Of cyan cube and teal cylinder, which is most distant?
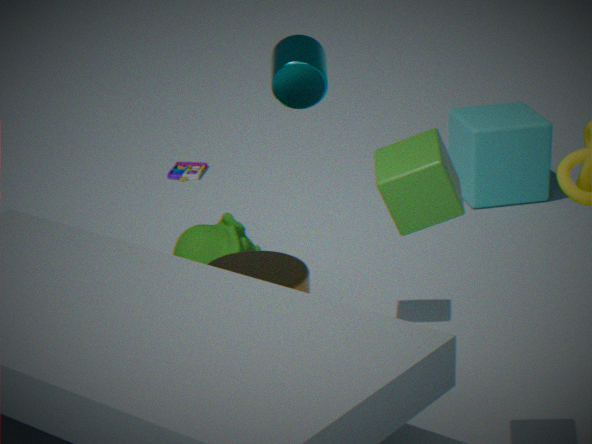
cyan cube
